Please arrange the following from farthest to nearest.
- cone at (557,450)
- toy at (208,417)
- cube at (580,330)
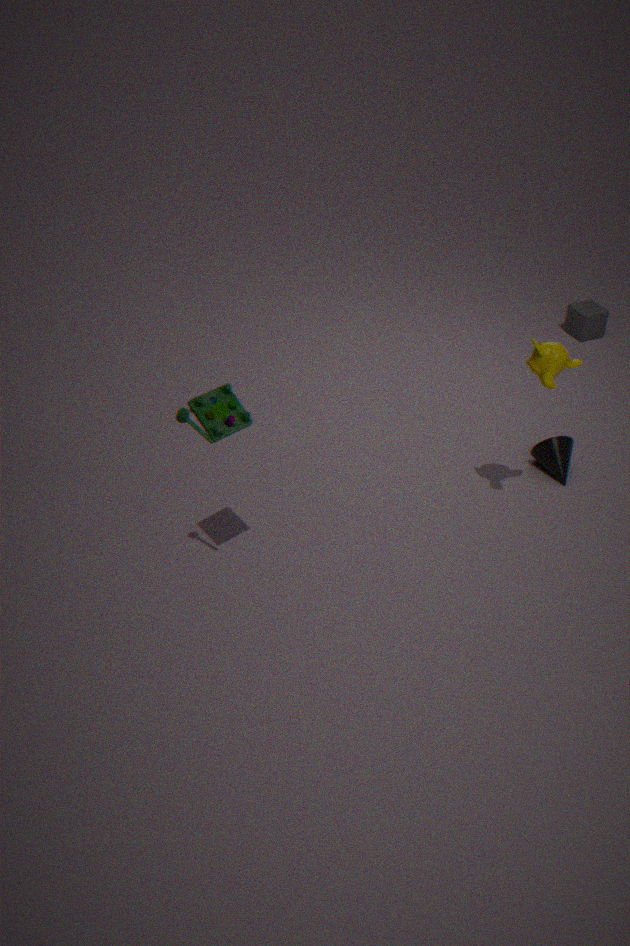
cube at (580,330) < cone at (557,450) < toy at (208,417)
